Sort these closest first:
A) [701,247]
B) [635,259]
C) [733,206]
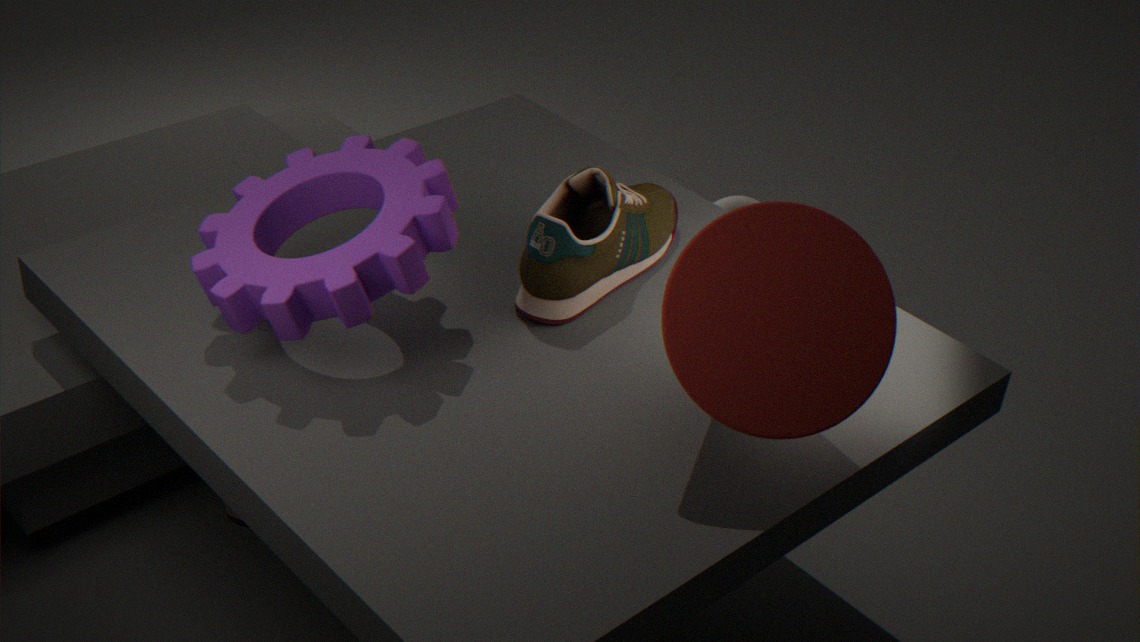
[701,247] → [635,259] → [733,206]
